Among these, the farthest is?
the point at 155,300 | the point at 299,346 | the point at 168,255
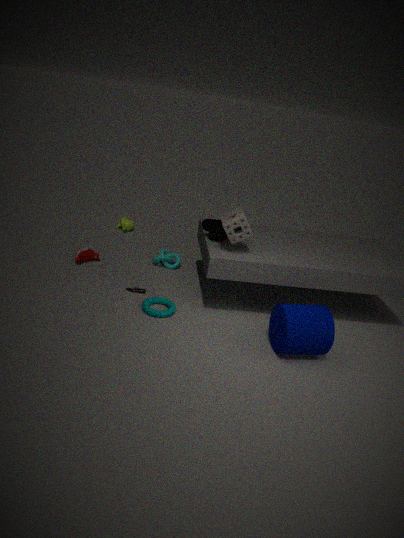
the point at 168,255
